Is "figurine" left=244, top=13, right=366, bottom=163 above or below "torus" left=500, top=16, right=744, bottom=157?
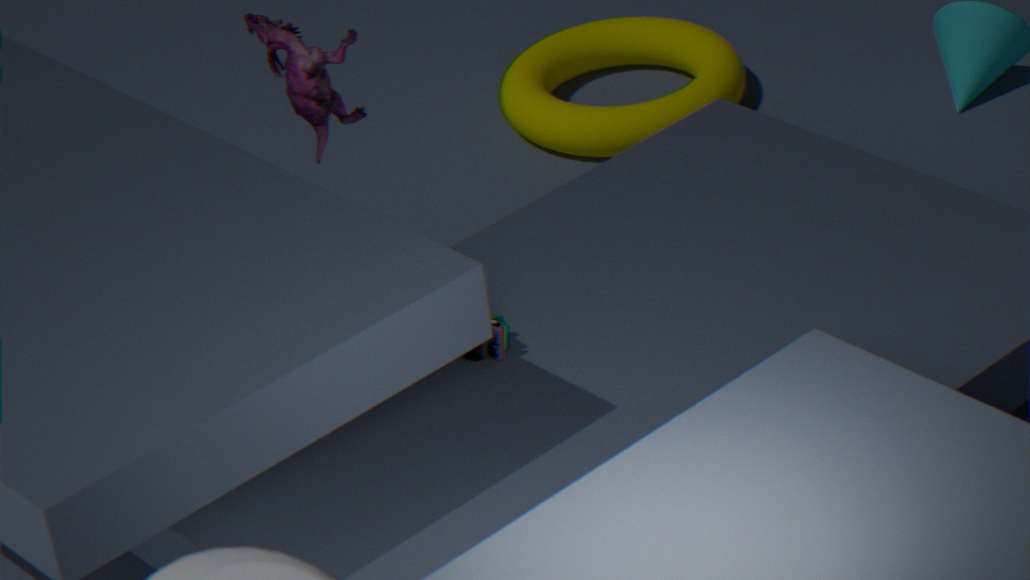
above
